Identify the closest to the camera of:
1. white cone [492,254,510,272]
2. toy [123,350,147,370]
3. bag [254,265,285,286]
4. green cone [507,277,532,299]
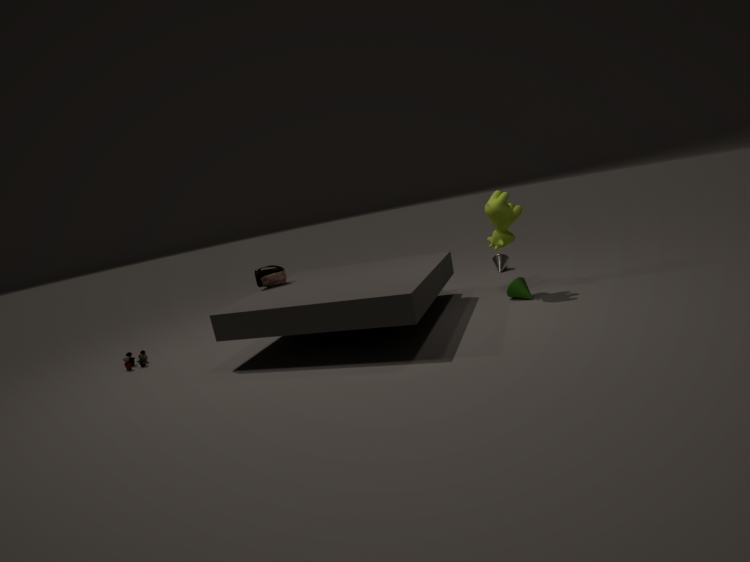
green cone [507,277,532,299]
